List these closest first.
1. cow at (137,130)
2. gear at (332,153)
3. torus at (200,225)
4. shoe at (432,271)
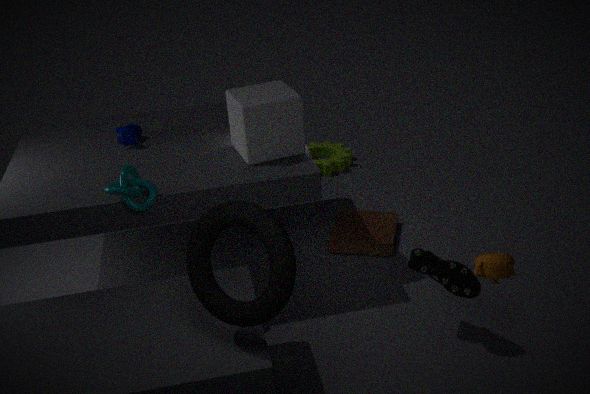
torus at (200,225), shoe at (432,271), cow at (137,130), gear at (332,153)
